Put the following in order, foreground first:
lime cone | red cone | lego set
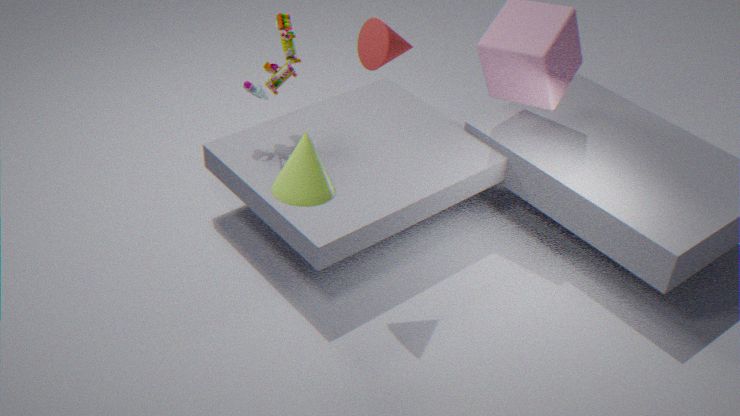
lime cone
red cone
lego set
